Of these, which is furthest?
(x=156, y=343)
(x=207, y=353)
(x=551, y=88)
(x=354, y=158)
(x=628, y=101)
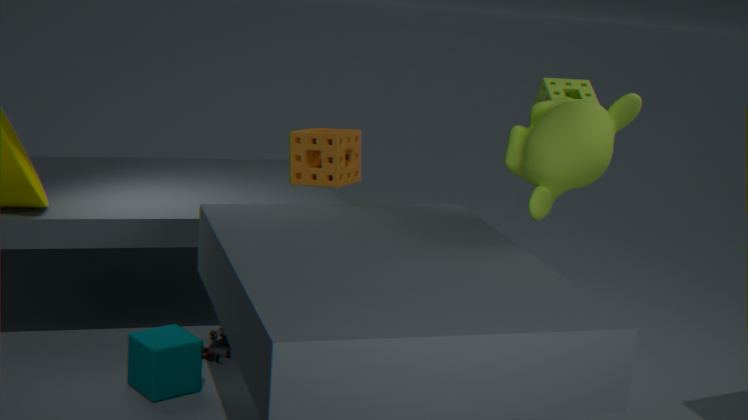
(x=551, y=88)
